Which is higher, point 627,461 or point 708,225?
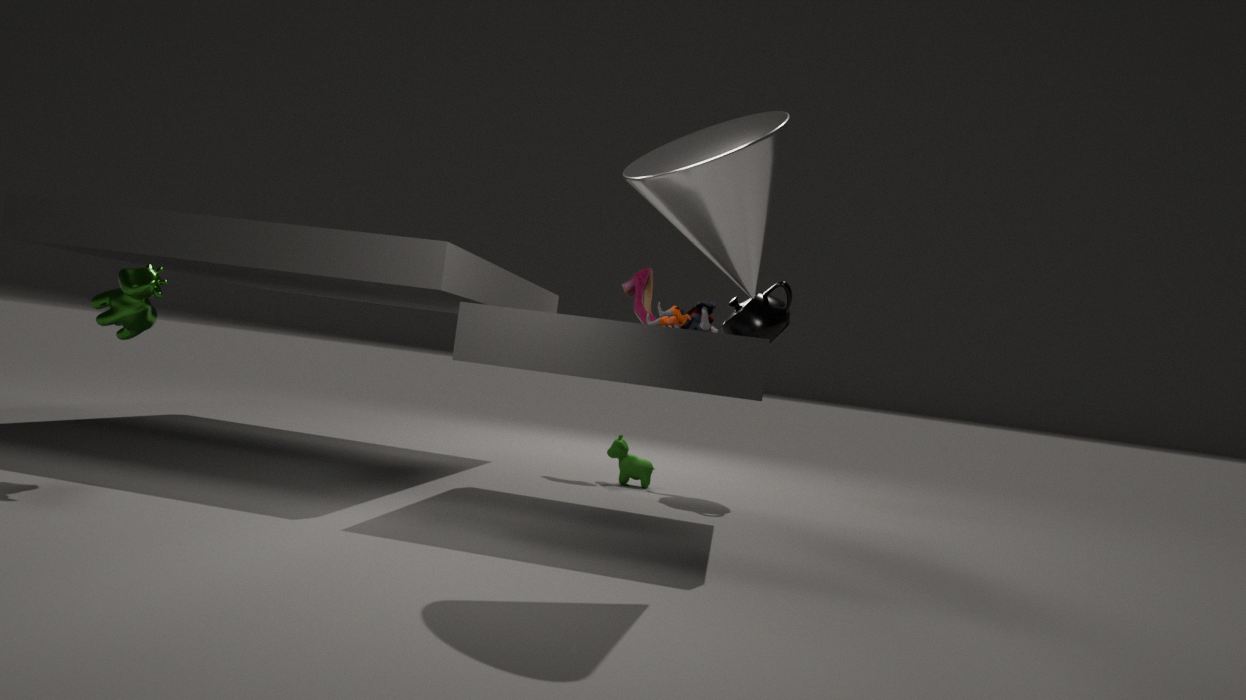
point 708,225
